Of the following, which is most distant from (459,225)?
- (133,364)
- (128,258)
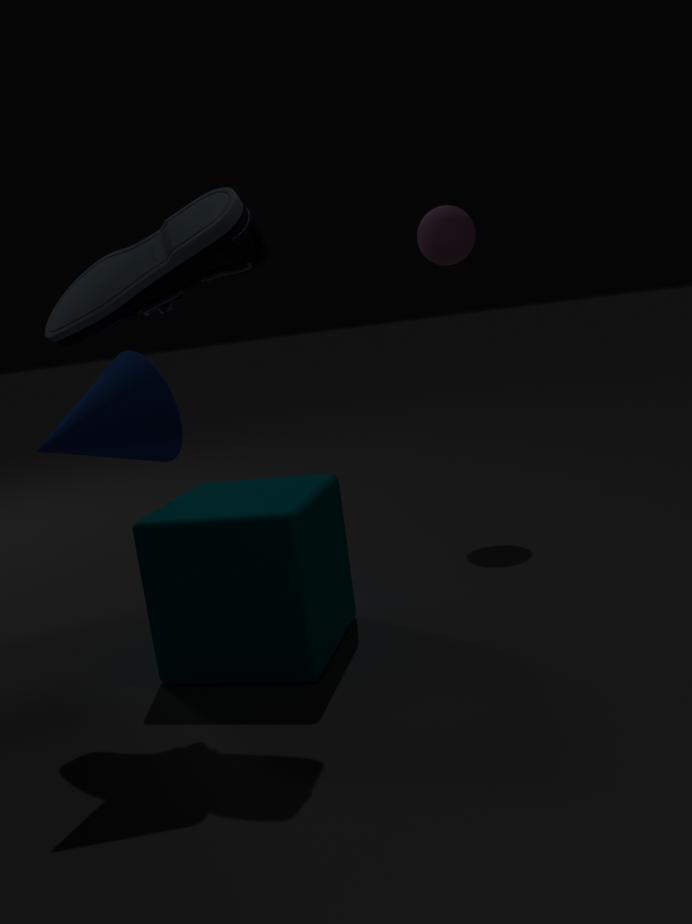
(133,364)
